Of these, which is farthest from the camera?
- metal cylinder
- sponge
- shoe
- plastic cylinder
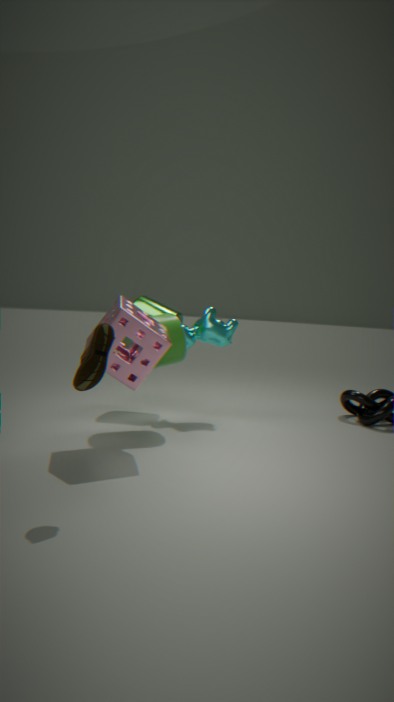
metal cylinder
